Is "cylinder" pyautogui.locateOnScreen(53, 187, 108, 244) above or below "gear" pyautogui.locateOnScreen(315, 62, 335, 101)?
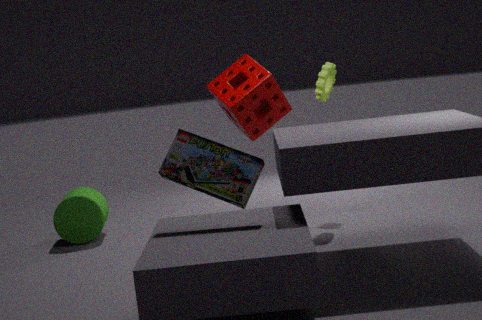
below
